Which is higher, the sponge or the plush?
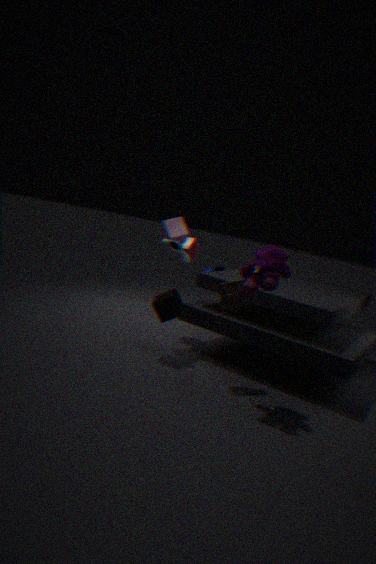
the plush
